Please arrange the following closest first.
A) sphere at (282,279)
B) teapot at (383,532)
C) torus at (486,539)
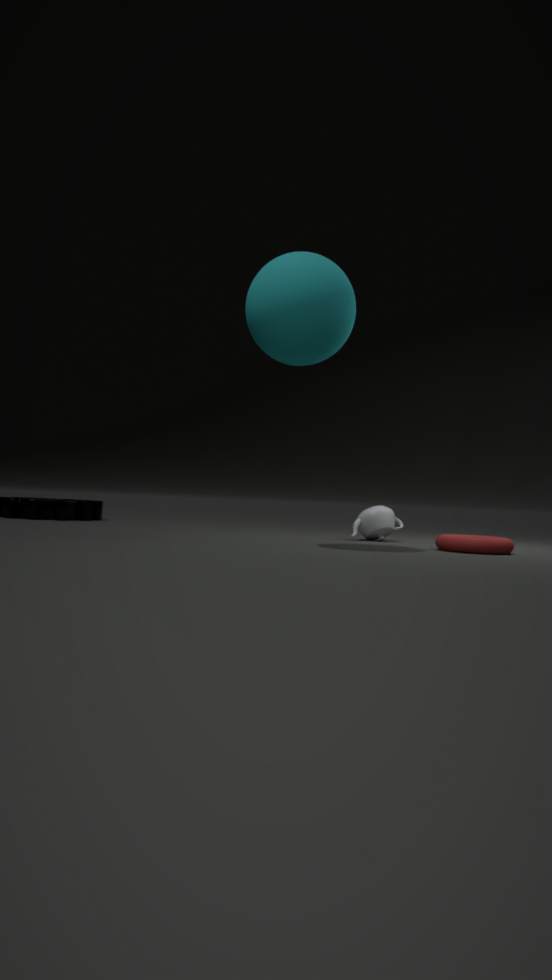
sphere at (282,279)
torus at (486,539)
teapot at (383,532)
